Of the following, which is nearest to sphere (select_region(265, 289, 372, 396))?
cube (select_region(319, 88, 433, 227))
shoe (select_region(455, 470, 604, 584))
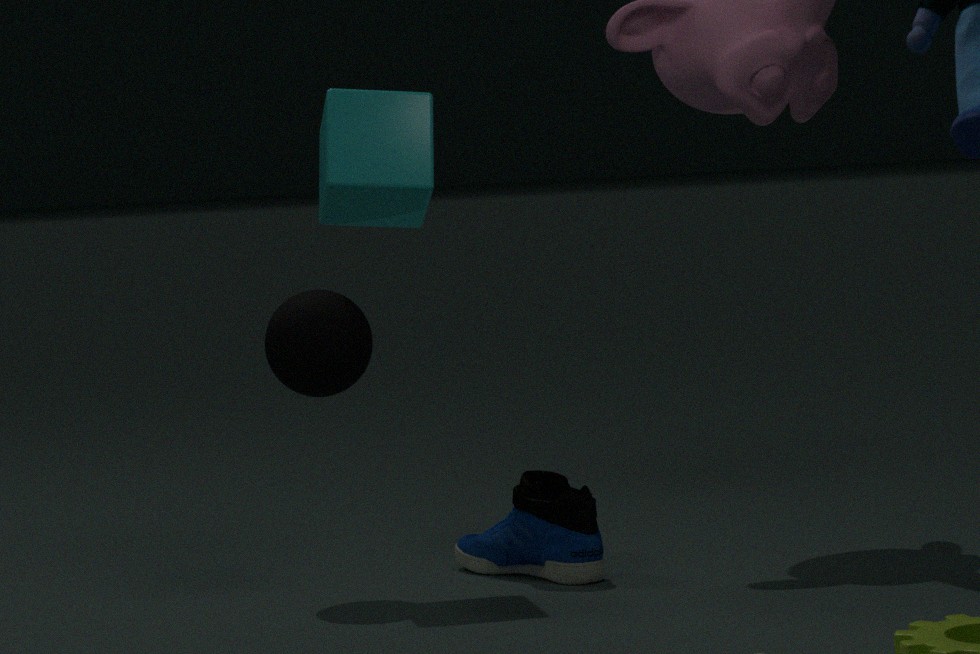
cube (select_region(319, 88, 433, 227))
